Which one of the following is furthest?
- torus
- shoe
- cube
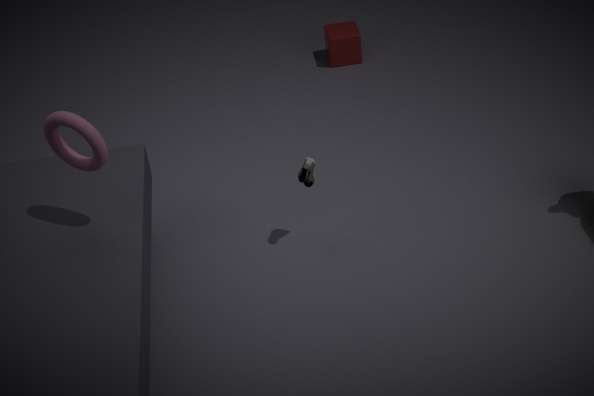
cube
